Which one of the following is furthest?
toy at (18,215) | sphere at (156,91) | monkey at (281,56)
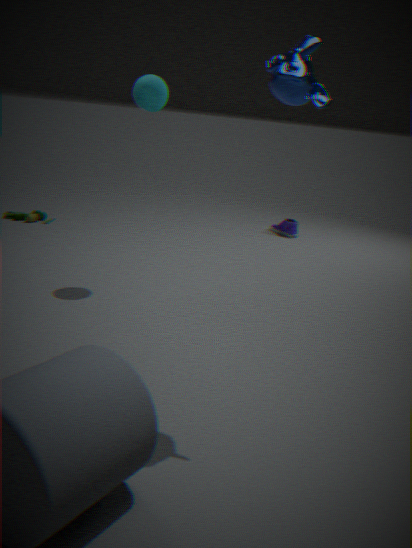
toy at (18,215)
